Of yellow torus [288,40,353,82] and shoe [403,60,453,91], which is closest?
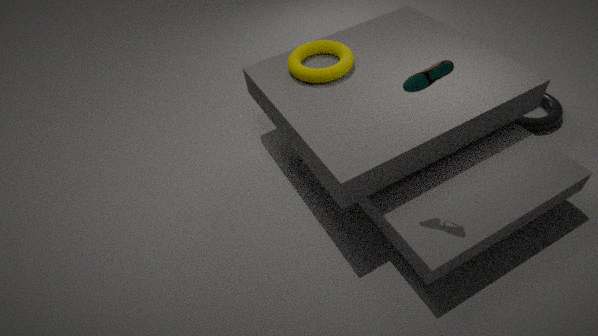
shoe [403,60,453,91]
